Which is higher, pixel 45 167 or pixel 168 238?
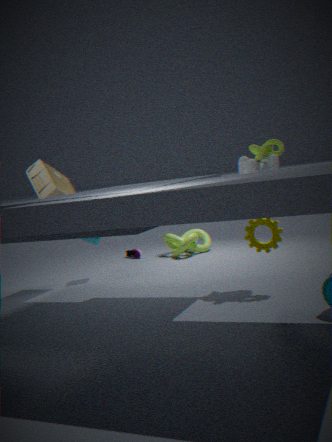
pixel 45 167
